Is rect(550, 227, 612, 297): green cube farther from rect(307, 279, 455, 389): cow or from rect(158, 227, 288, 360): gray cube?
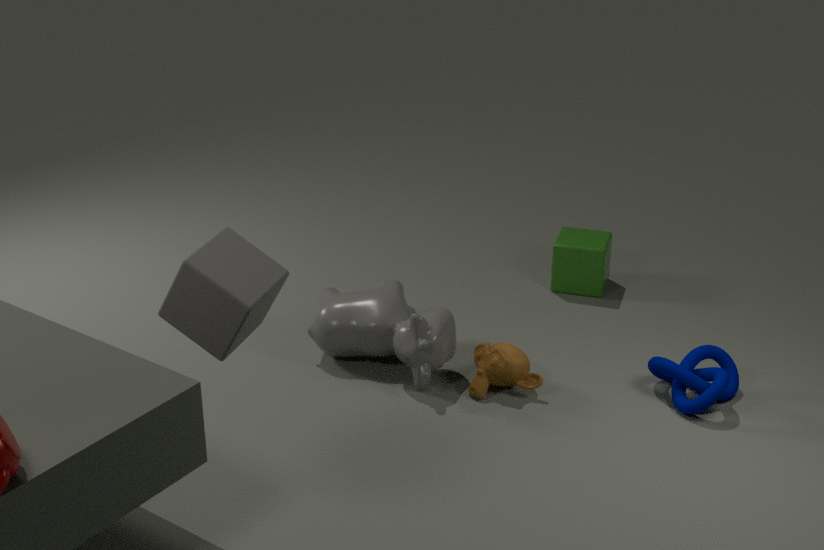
rect(158, 227, 288, 360): gray cube
